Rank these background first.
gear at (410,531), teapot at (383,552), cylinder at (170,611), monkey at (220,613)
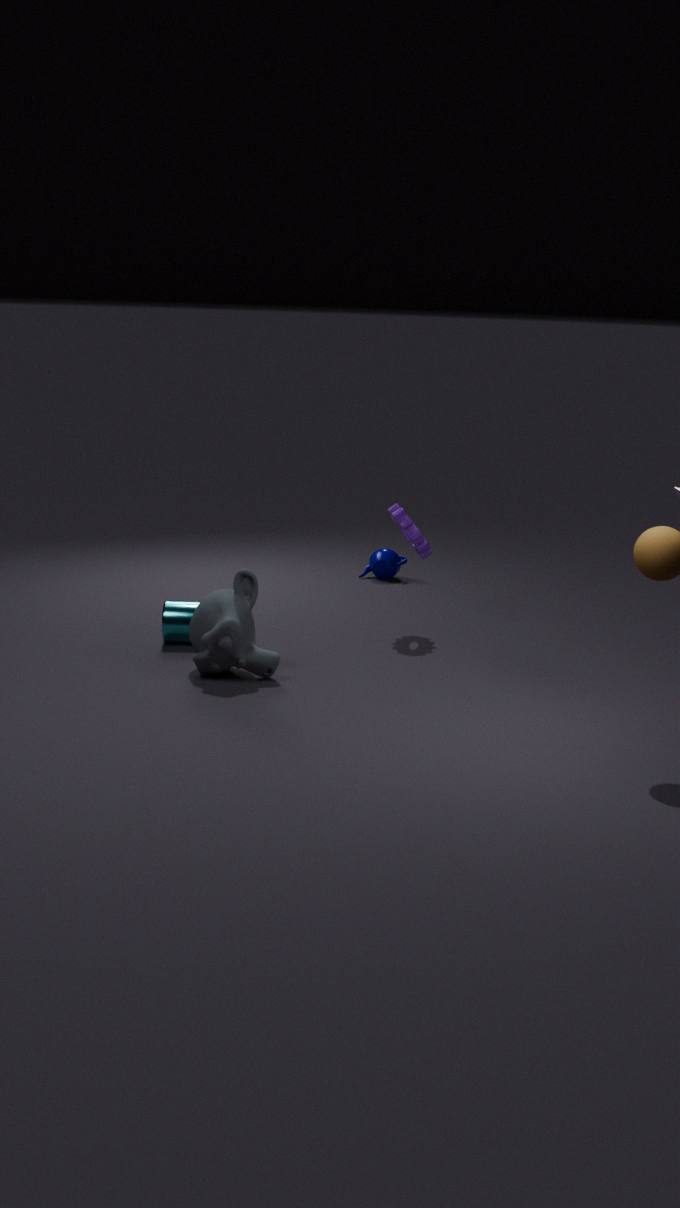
1. teapot at (383,552)
2. gear at (410,531)
3. cylinder at (170,611)
4. monkey at (220,613)
